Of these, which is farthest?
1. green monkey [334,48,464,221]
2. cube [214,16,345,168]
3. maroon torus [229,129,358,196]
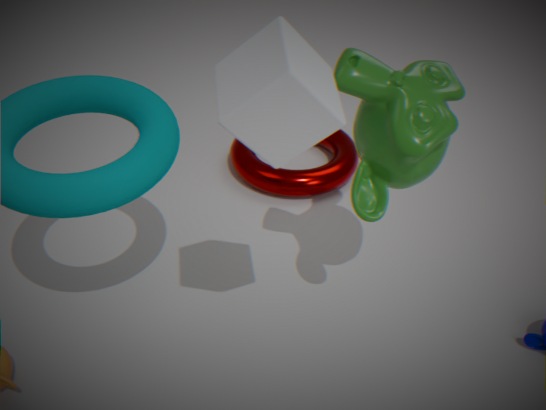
maroon torus [229,129,358,196]
